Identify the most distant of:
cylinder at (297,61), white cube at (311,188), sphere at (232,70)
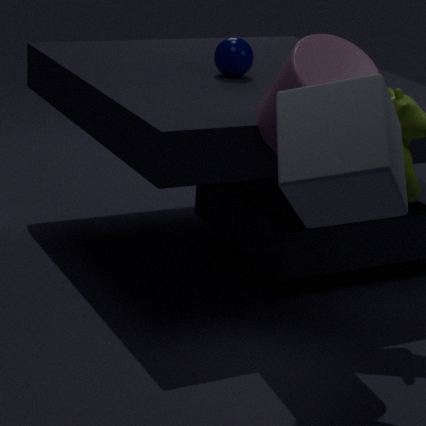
sphere at (232,70)
